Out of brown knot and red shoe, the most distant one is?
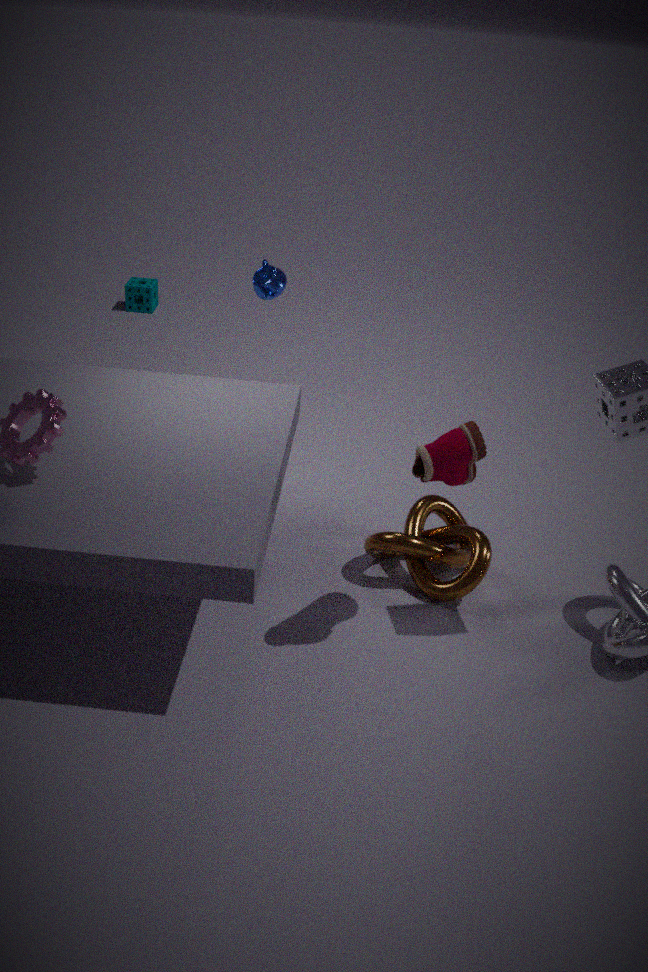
brown knot
